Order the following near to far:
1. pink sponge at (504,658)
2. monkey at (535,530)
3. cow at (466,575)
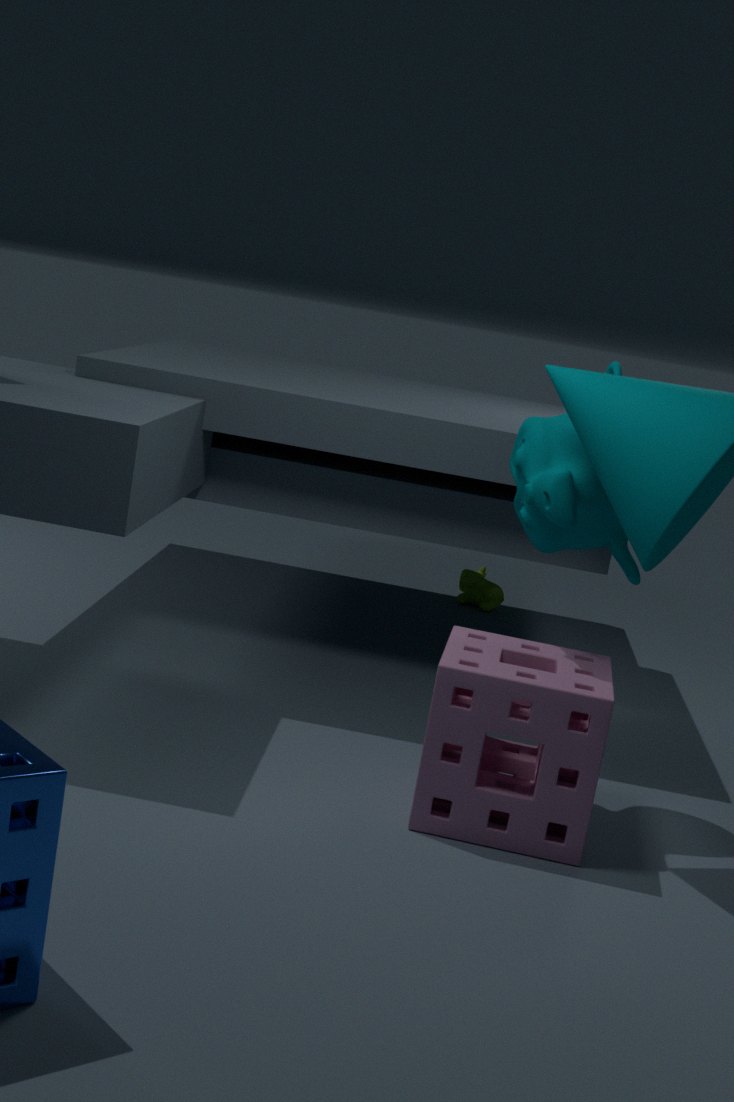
pink sponge at (504,658), monkey at (535,530), cow at (466,575)
